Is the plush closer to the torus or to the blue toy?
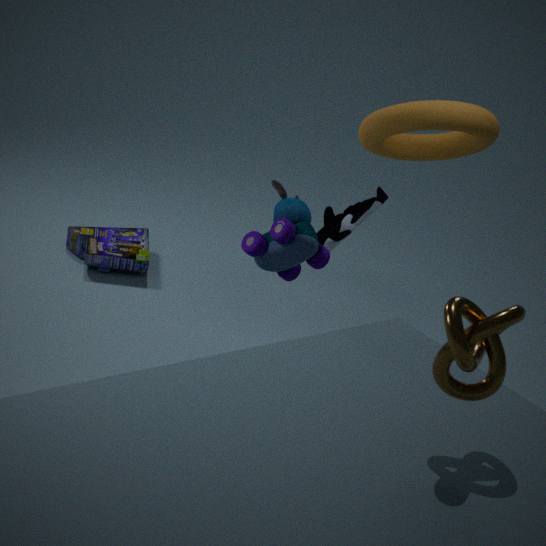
the blue toy
